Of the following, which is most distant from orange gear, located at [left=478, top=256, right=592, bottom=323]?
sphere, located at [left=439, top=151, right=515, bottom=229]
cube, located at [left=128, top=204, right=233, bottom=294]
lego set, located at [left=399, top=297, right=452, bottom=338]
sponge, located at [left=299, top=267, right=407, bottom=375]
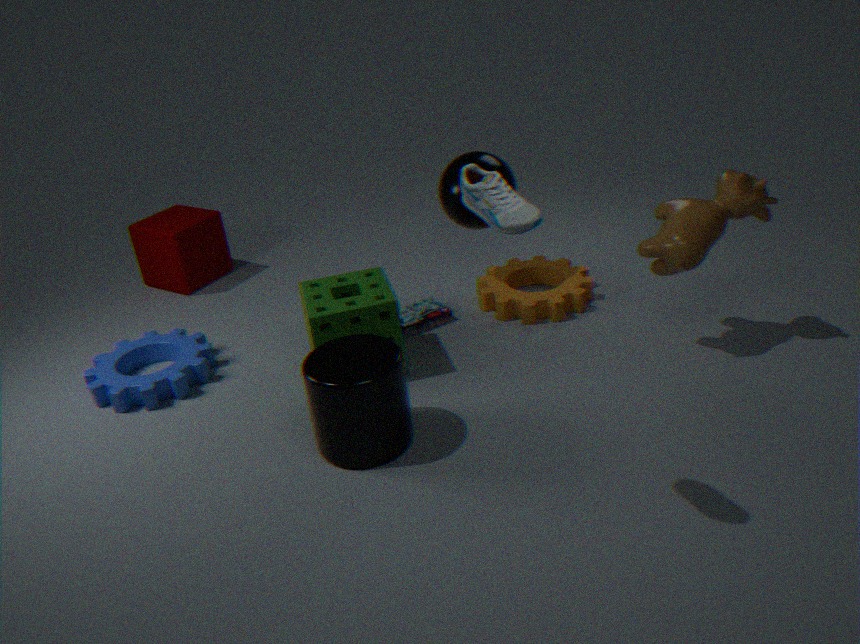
cube, located at [left=128, top=204, right=233, bottom=294]
